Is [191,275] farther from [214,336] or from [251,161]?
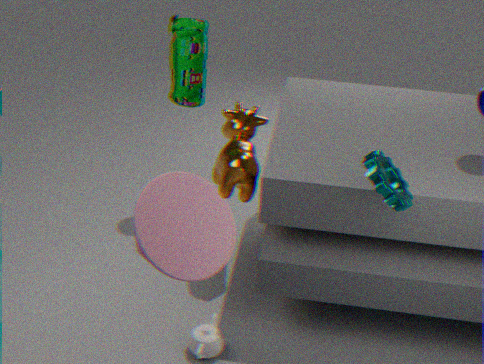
[251,161]
